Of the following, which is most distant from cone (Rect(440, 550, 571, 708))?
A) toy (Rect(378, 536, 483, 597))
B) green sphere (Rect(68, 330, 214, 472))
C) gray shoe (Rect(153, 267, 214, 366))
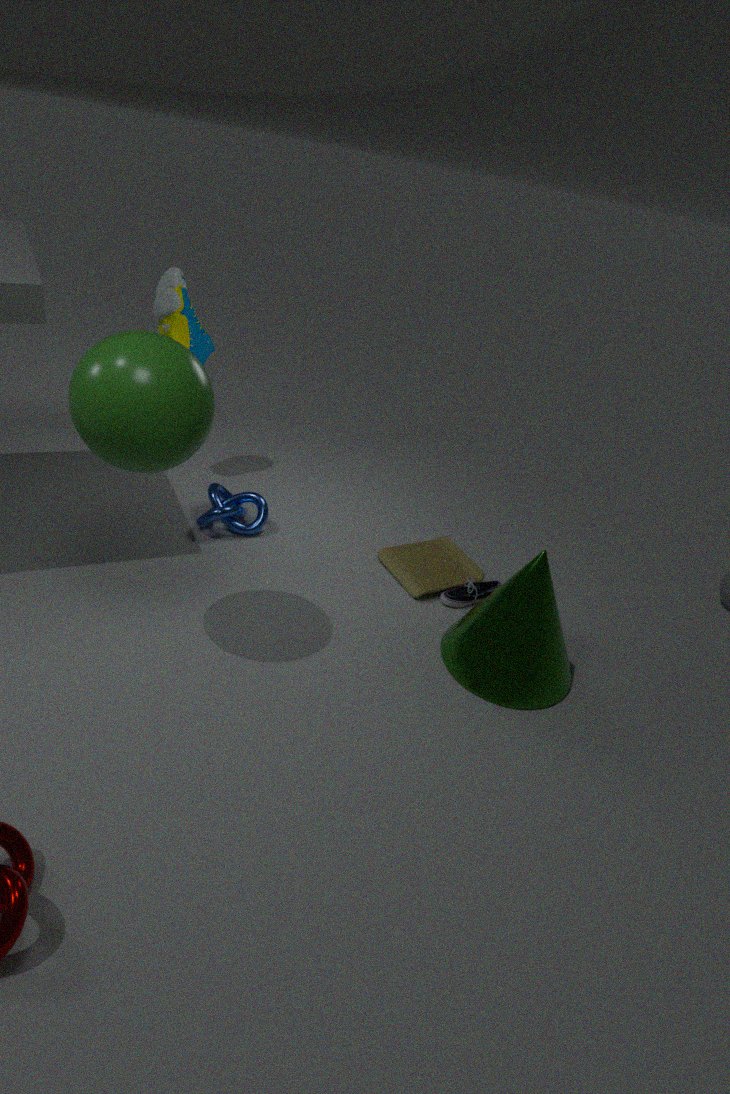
gray shoe (Rect(153, 267, 214, 366))
